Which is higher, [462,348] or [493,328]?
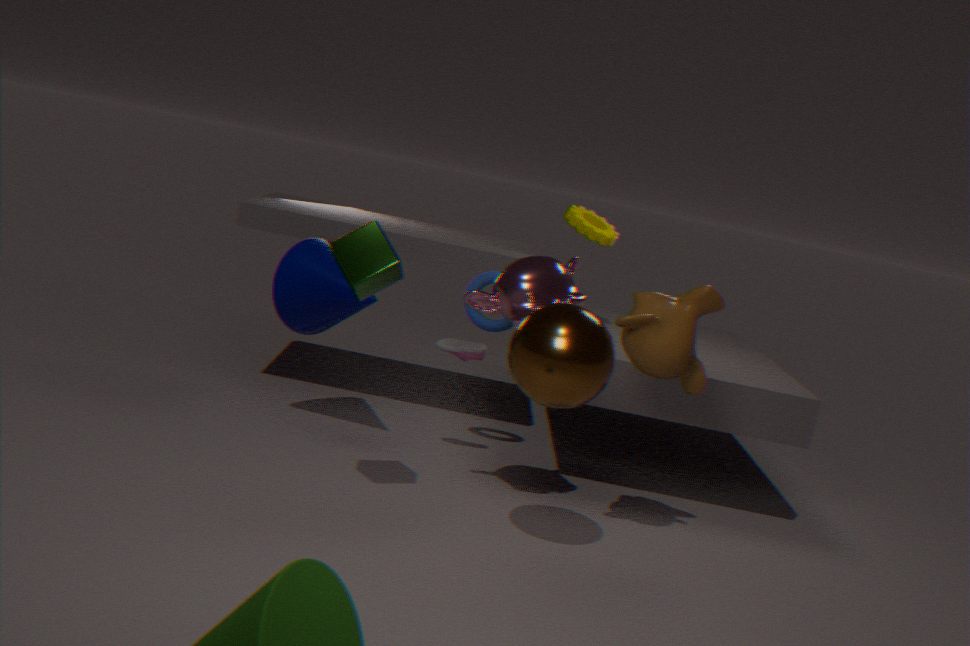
[493,328]
